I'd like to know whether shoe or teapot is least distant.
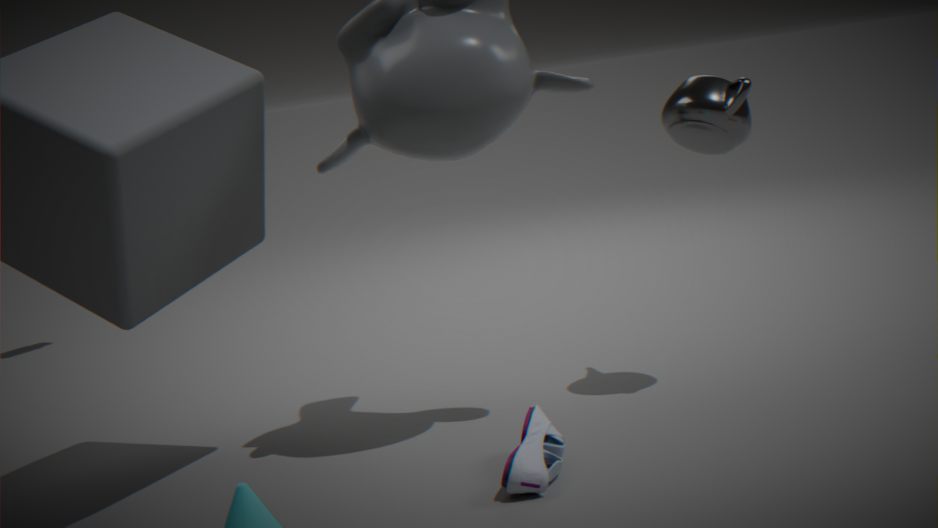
shoe
